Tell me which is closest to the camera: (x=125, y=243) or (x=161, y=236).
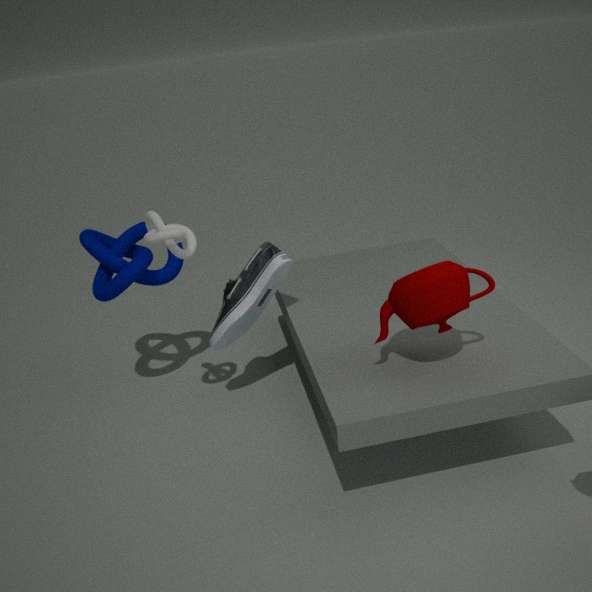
(x=161, y=236)
